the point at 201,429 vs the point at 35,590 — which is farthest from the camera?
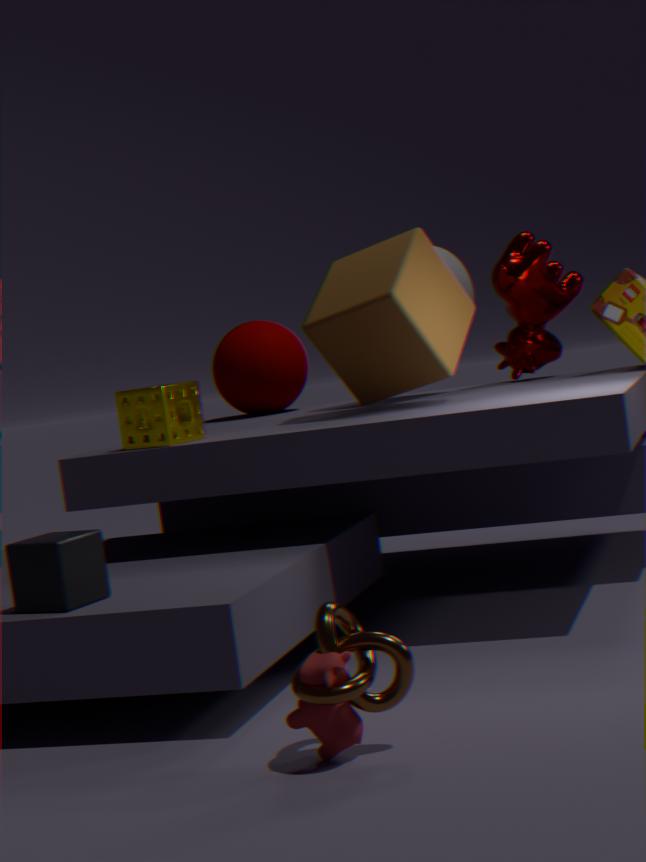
the point at 201,429
